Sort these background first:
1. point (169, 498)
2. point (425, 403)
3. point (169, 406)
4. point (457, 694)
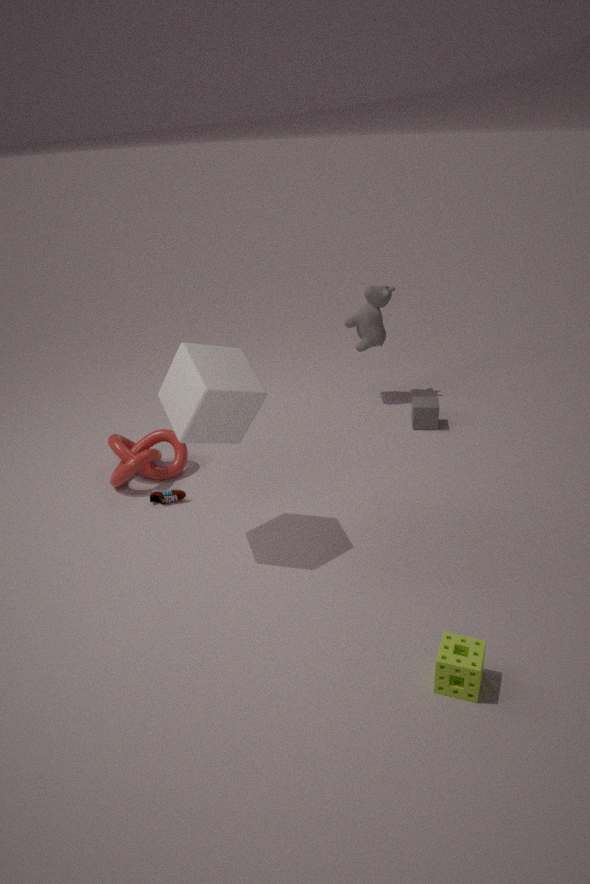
point (425, 403), point (169, 498), point (169, 406), point (457, 694)
